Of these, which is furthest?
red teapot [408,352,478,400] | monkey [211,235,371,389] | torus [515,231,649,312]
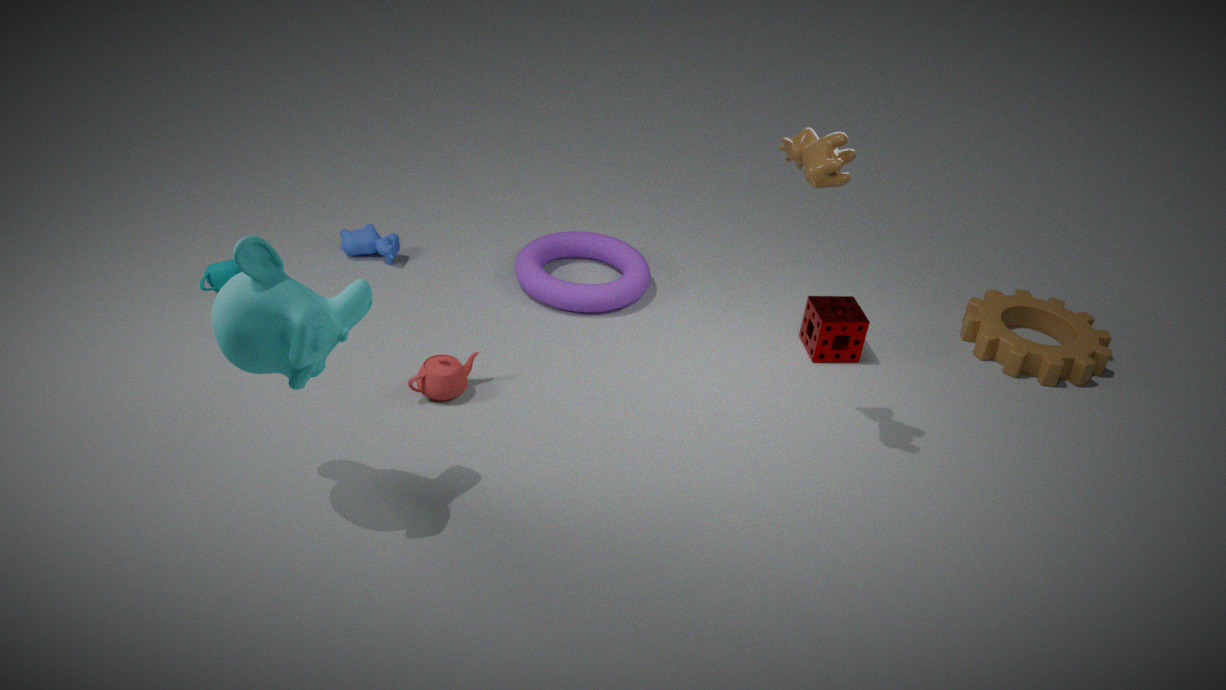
torus [515,231,649,312]
